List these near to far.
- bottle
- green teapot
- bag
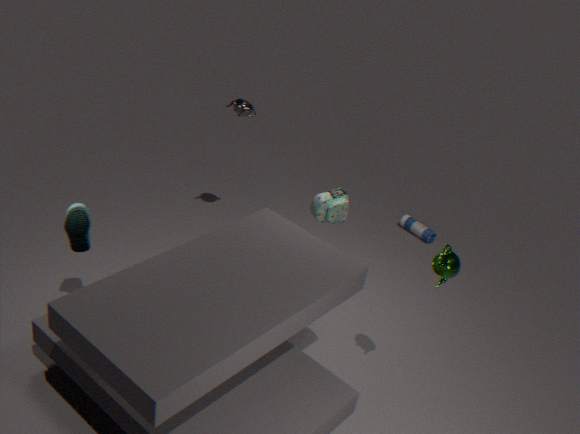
green teapot
bag
bottle
